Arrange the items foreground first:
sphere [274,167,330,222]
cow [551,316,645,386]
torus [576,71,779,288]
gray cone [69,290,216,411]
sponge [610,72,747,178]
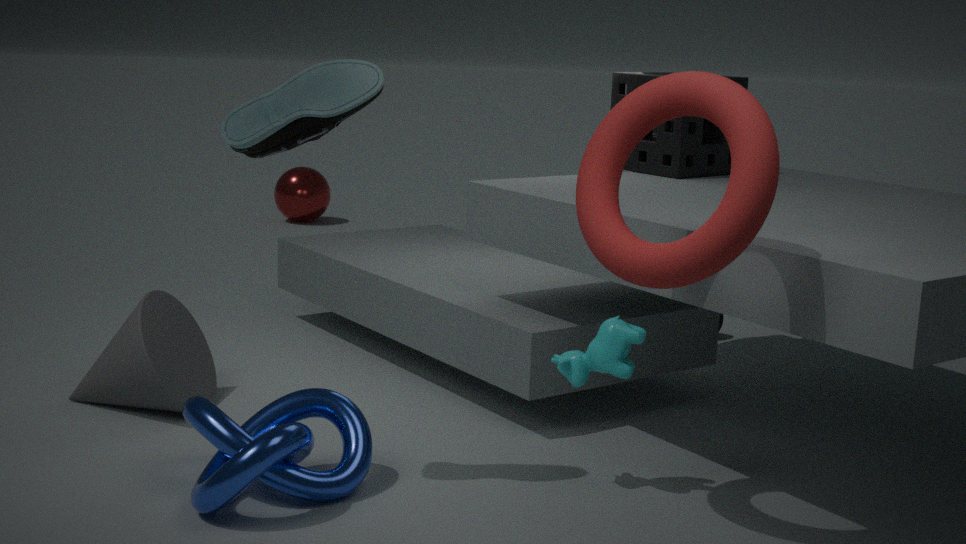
torus [576,71,779,288], cow [551,316,645,386], gray cone [69,290,216,411], sponge [610,72,747,178], sphere [274,167,330,222]
